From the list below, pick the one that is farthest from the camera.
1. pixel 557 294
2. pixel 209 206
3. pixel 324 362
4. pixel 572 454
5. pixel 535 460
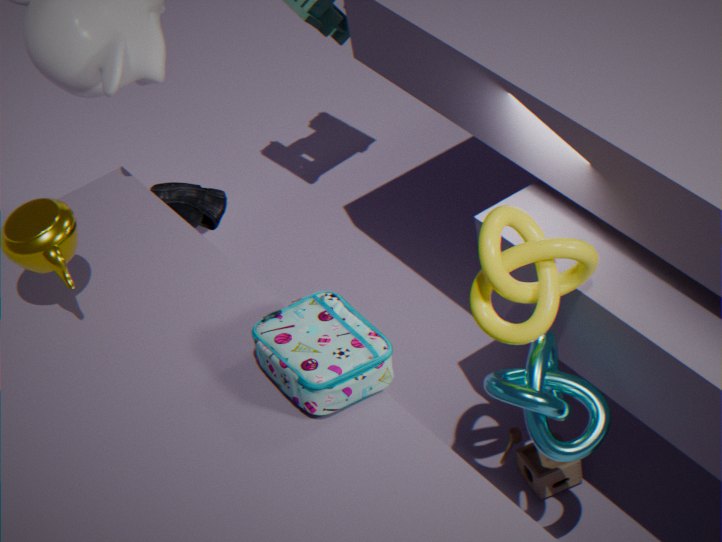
pixel 209 206
